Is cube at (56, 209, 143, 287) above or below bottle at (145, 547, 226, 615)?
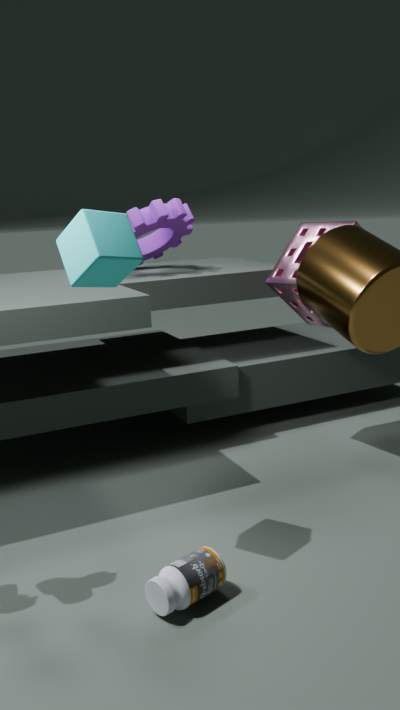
above
